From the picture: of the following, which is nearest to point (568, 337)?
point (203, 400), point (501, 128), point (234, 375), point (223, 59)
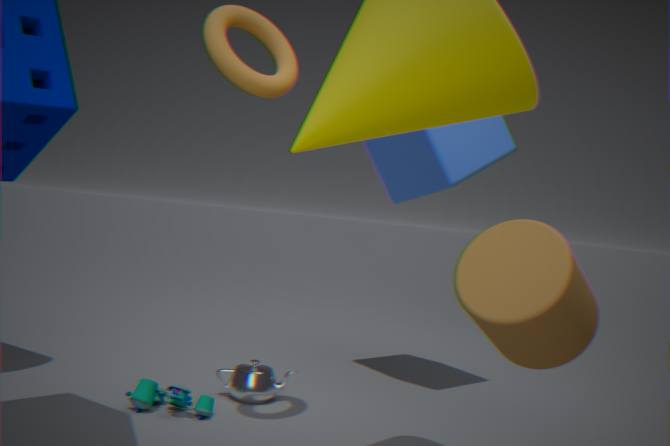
point (223, 59)
